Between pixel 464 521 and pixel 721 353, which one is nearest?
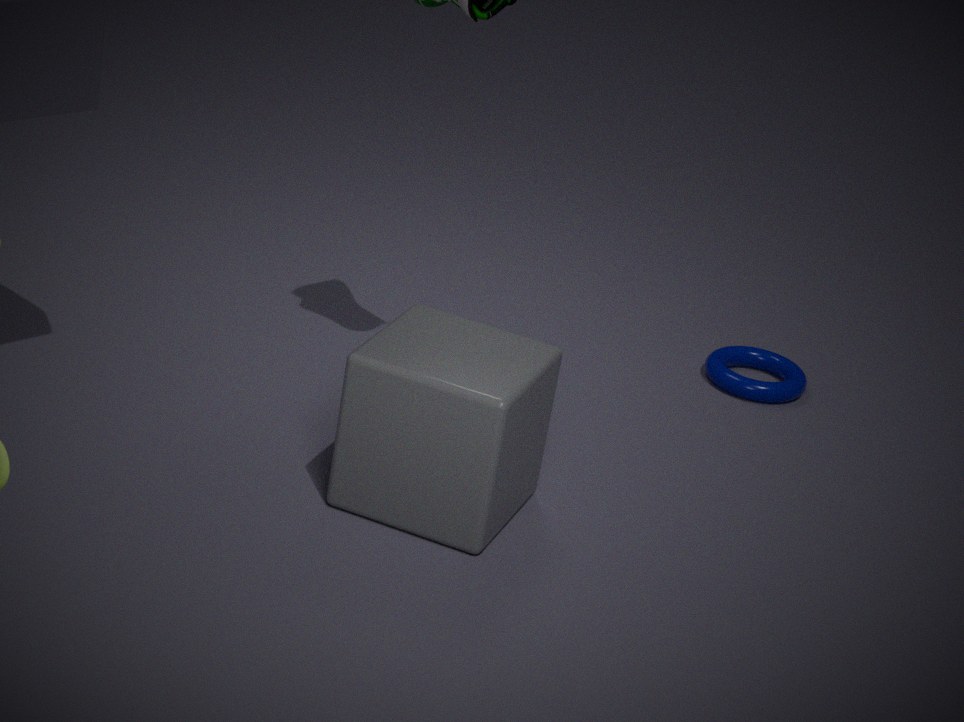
pixel 464 521
